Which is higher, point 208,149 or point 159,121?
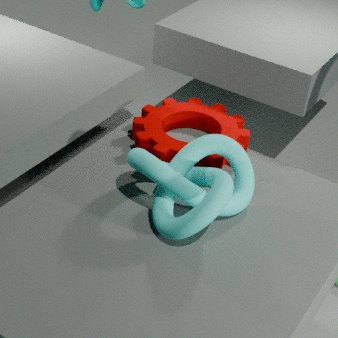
point 208,149
